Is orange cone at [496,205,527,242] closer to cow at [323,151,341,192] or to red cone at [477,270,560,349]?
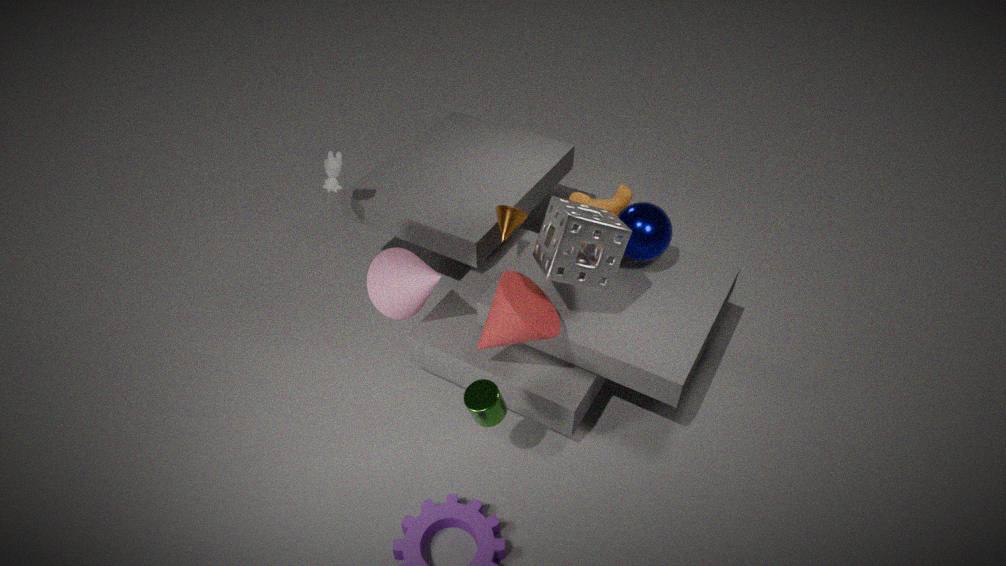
red cone at [477,270,560,349]
